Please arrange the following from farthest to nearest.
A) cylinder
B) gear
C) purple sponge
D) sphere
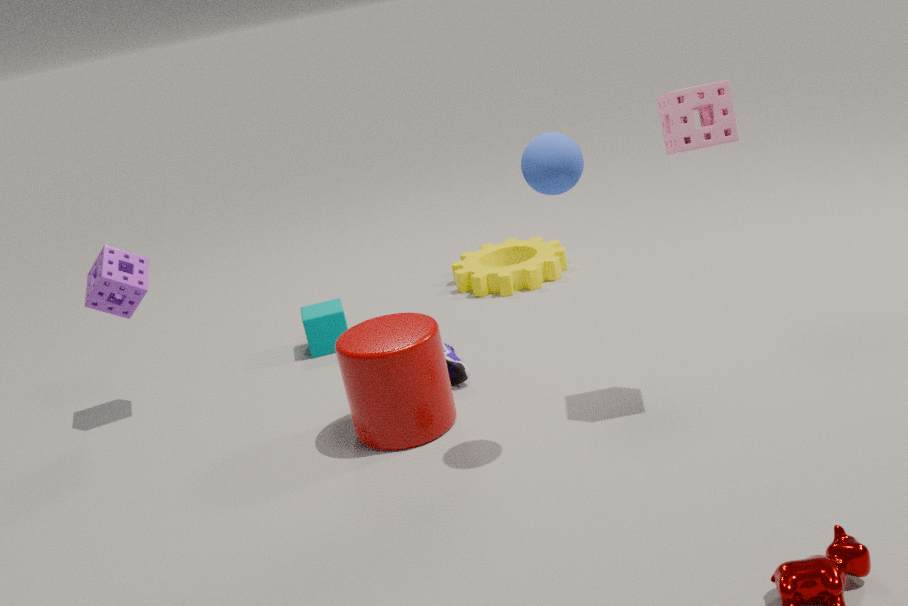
gear < purple sponge < cylinder < sphere
